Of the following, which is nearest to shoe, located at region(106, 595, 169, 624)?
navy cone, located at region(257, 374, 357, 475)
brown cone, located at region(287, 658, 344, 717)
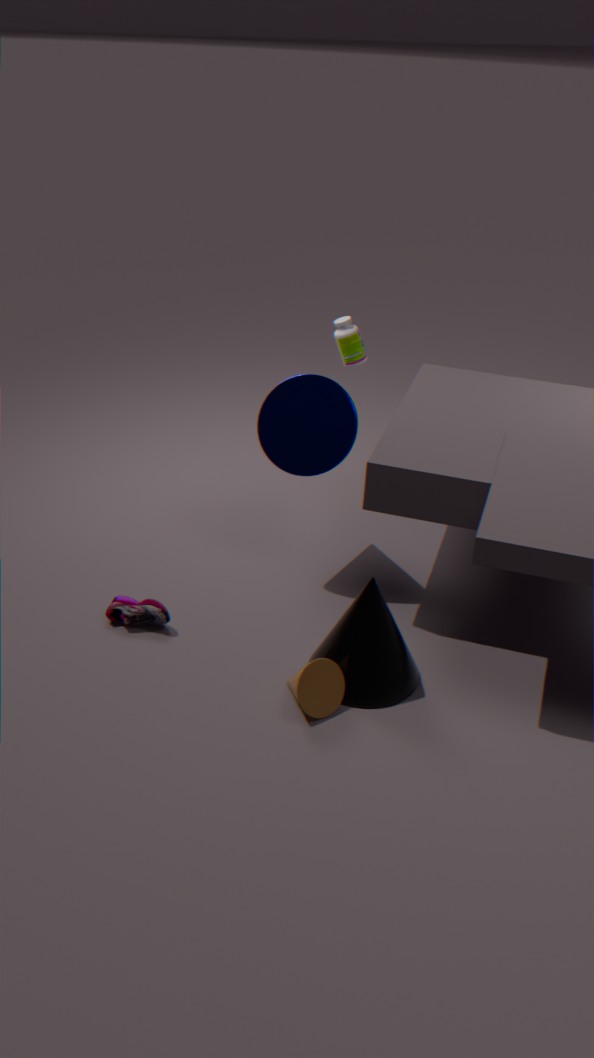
brown cone, located at region(287, 658, 344, 717)
